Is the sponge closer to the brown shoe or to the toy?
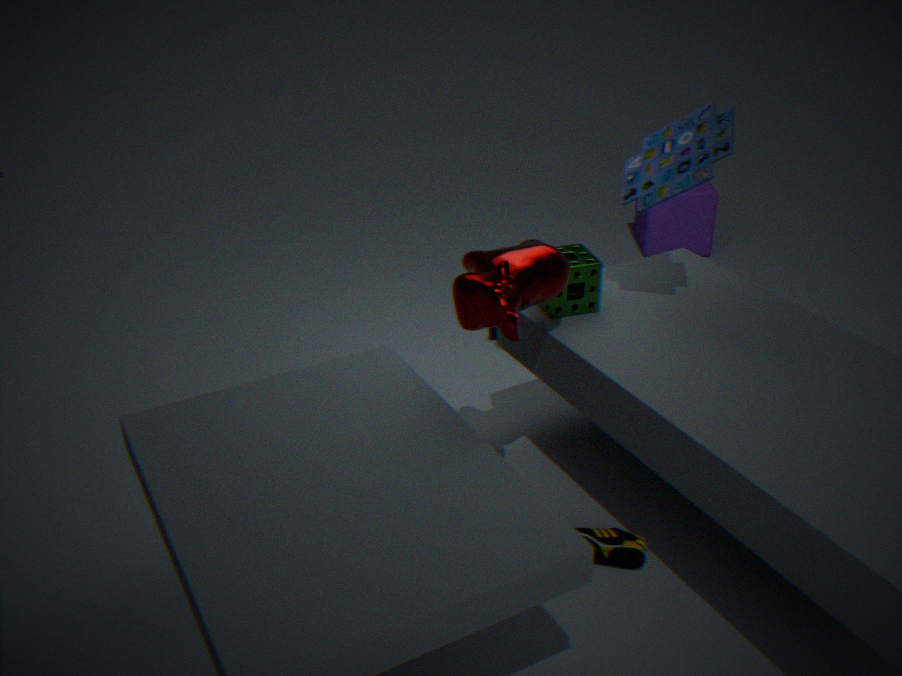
the toy
